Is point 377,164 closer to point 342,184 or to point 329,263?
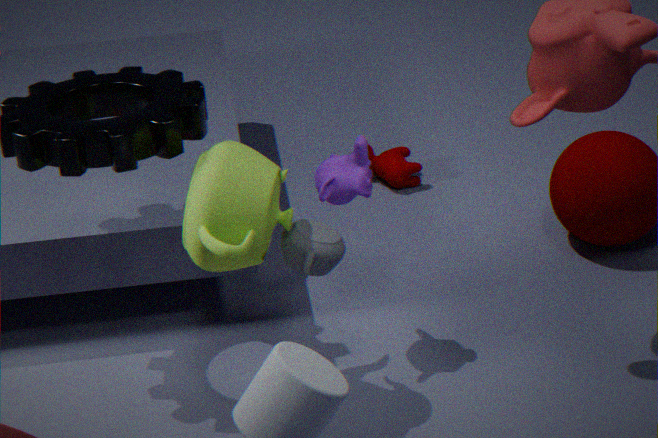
point 342,184
